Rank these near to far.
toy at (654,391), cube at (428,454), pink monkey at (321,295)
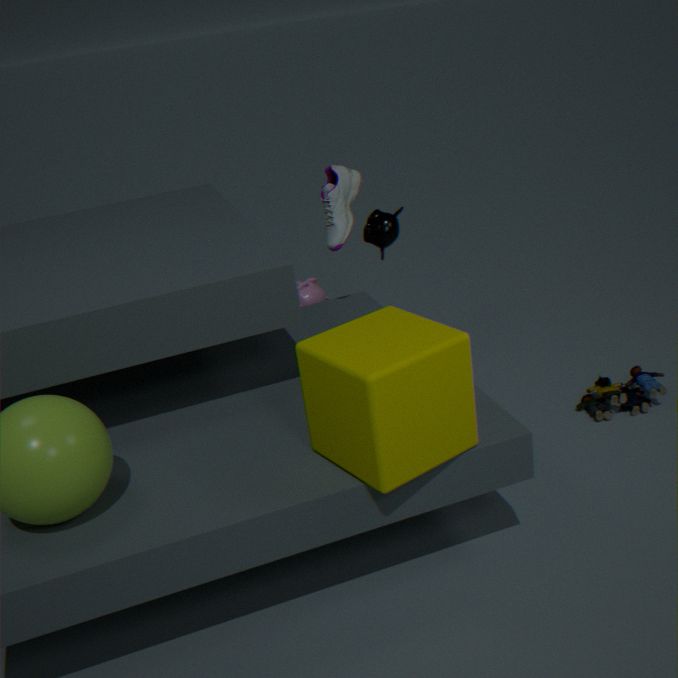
cube at (428,454)
toy at (654,391)
pink monkey at (321,295)
